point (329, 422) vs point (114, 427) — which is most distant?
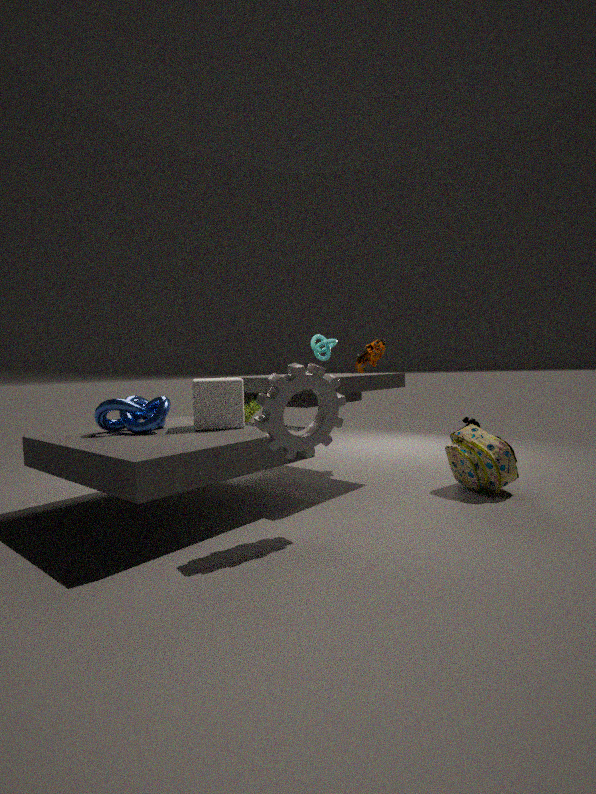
point (114, 427)
